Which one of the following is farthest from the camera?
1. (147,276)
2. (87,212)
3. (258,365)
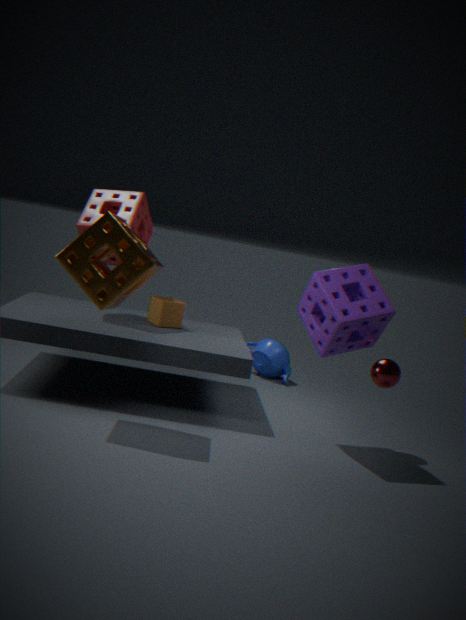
(258,365)
